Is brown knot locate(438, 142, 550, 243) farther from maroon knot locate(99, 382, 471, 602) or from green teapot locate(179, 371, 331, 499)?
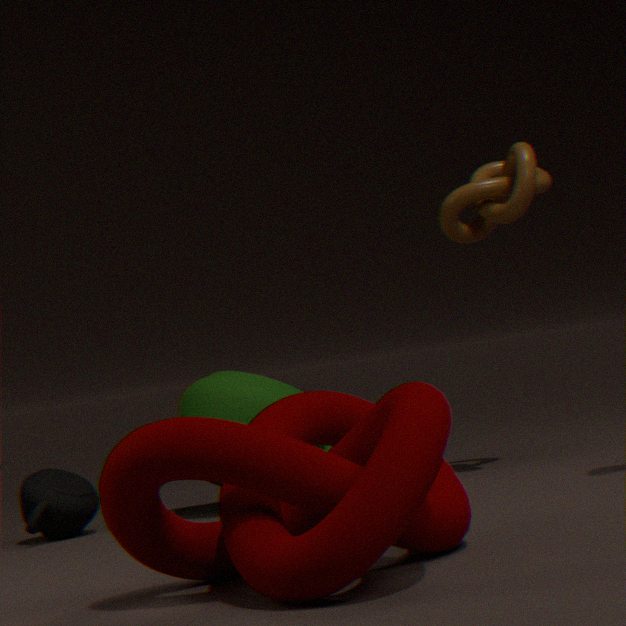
maroon knot locate(99, 382, 471, 602)
